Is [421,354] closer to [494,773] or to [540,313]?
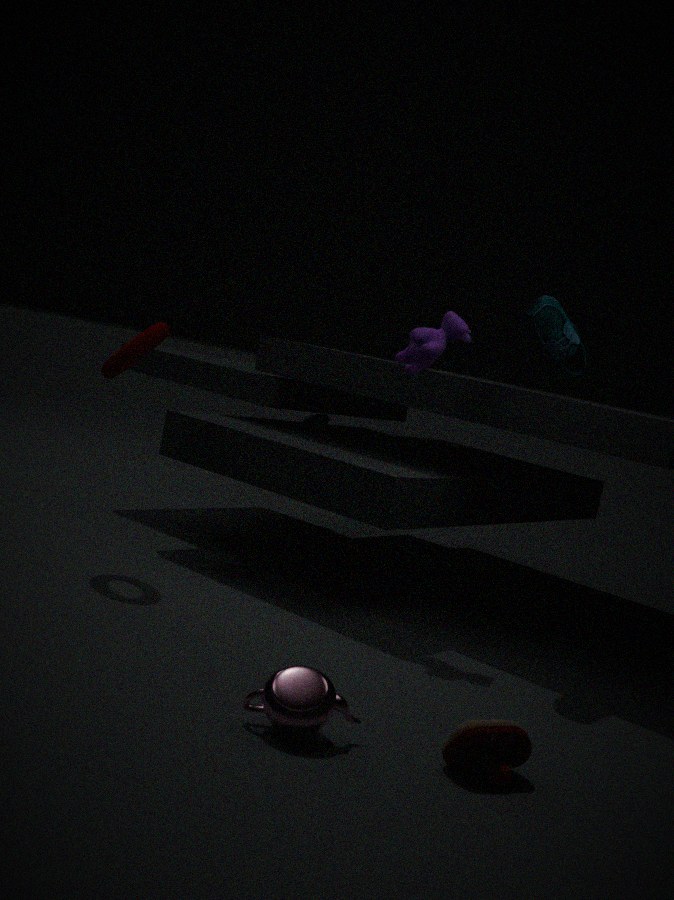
[540,313]
